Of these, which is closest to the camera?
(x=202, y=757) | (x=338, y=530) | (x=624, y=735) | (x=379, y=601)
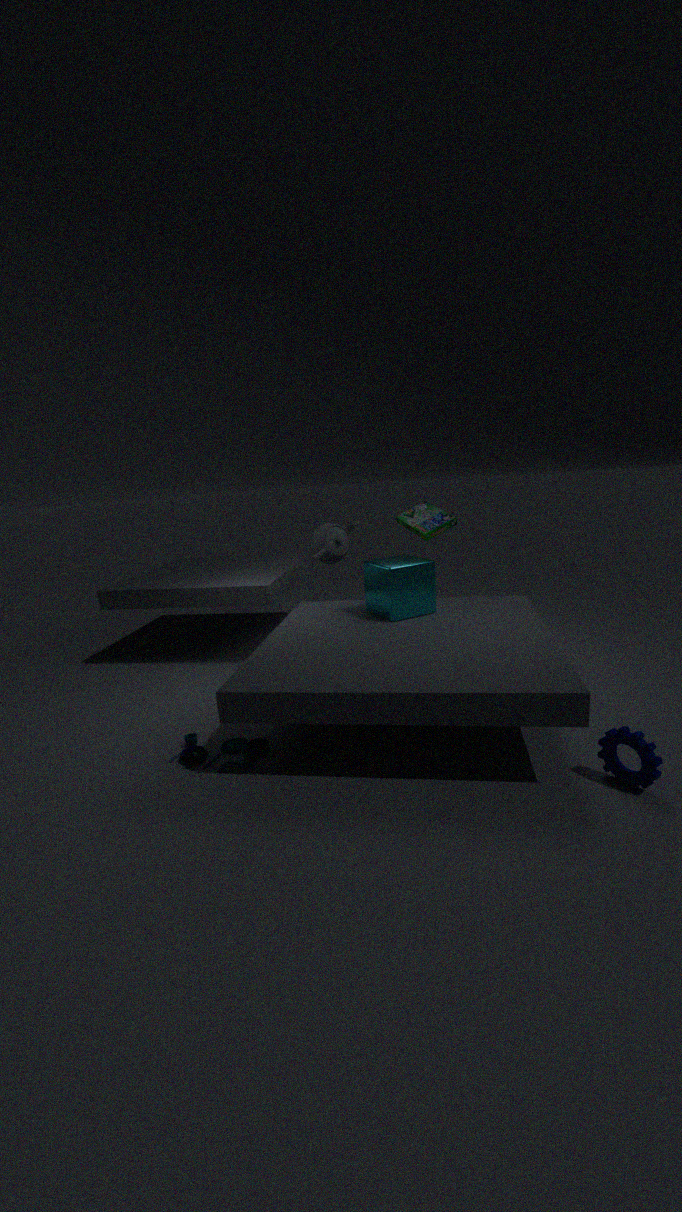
(x=624, y=735)
